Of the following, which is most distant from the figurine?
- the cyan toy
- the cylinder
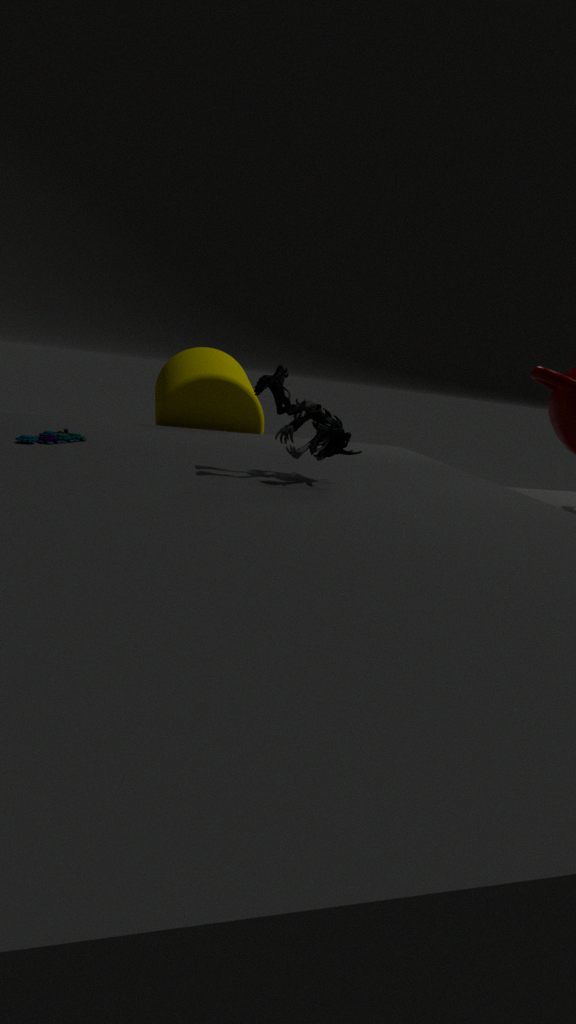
the cylinder
